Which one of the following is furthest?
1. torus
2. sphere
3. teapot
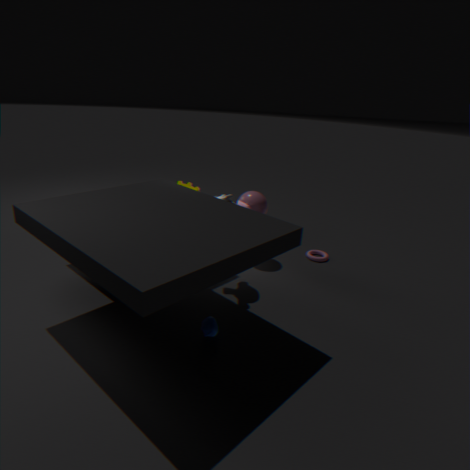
torus
